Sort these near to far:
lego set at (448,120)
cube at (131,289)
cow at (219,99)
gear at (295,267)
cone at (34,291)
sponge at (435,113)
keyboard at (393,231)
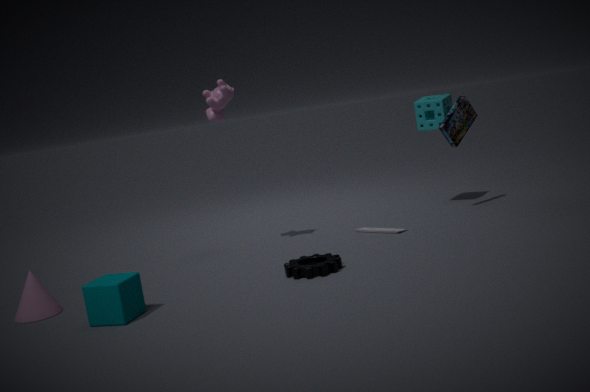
1. cube at (131,289)
2. cone at (34,291)
3. gear at (295,267)
4. cow at (219,99)
5. keyboard at (393,231)
6. lego set at (448,120)
7. sponge at (435,113)
